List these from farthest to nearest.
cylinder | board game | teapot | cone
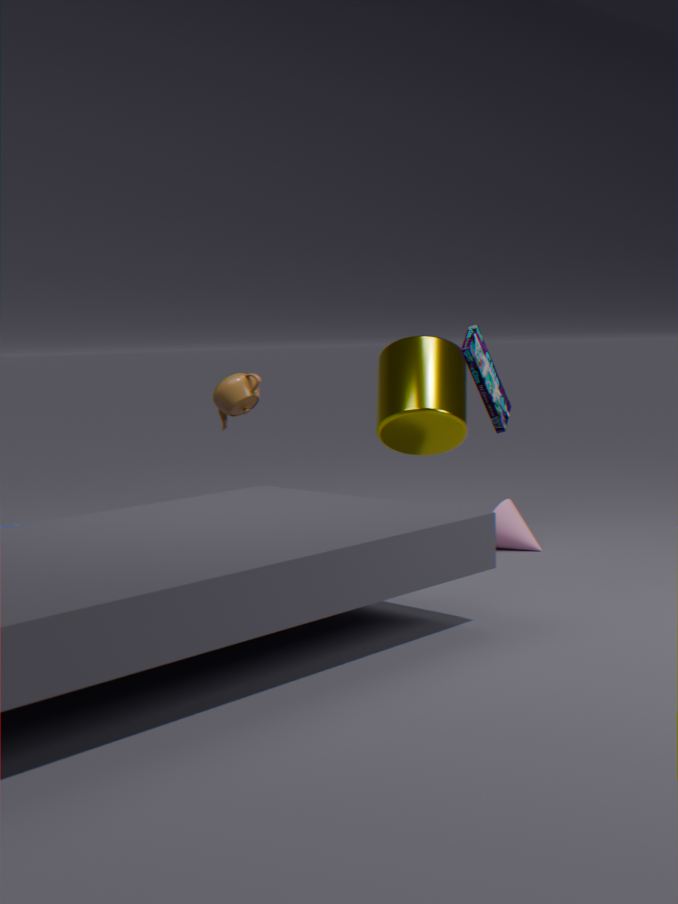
cone → cylinder → teapot → board game
